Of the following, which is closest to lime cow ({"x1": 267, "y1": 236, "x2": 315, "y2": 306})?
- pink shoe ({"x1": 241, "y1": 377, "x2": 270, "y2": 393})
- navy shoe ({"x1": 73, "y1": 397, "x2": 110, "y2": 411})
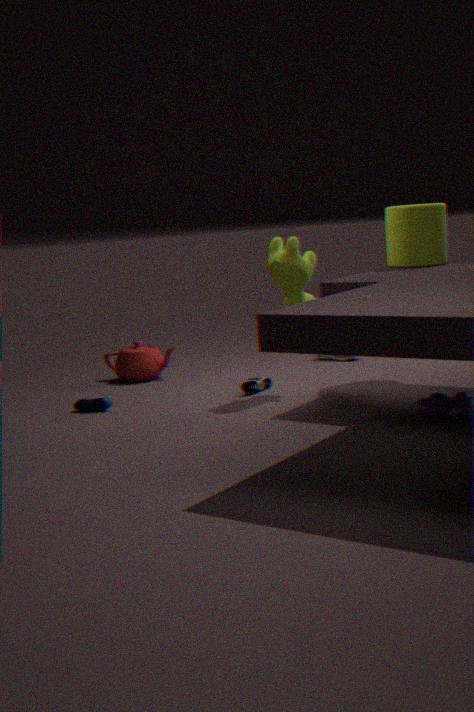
pink shoe ({"x1": 241, "y1": 377, "x2": 270, "y2": 393})
